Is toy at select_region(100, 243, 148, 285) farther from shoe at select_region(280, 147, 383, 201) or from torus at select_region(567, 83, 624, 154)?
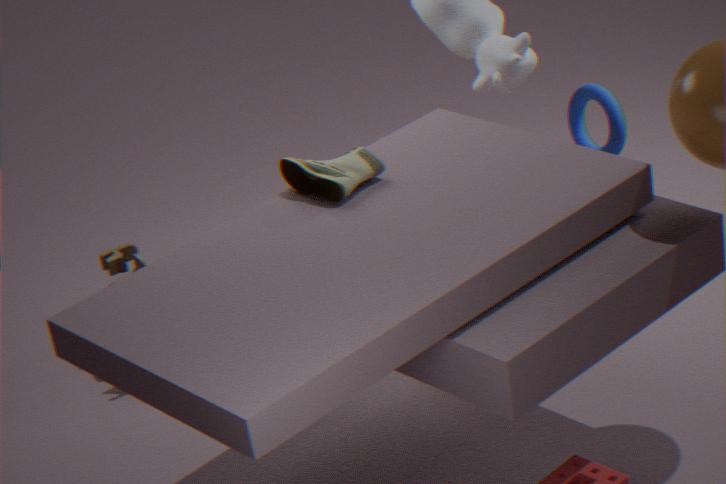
torus at select_region(567, 83, 624, 154)
